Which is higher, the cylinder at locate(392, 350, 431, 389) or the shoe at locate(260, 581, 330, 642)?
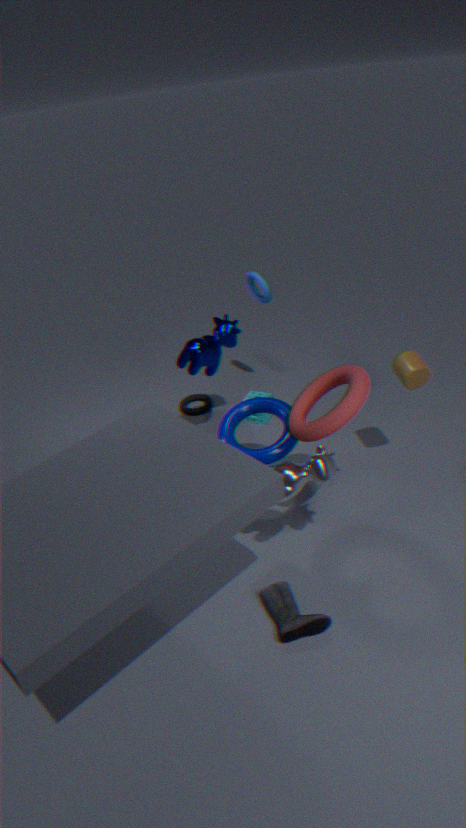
the cylinder at locate(392, 350, 431, 389)
